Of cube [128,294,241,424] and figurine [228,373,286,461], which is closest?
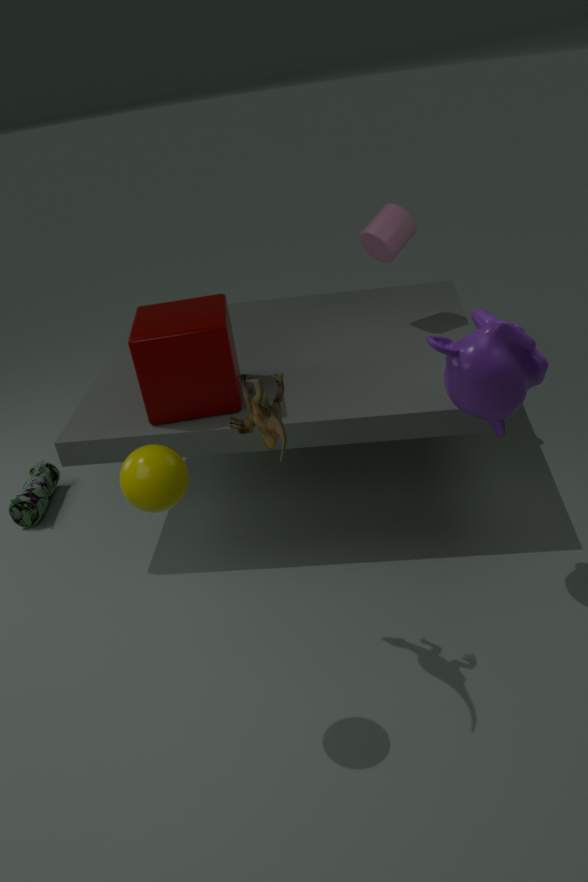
figurine [228,373,286,461]
